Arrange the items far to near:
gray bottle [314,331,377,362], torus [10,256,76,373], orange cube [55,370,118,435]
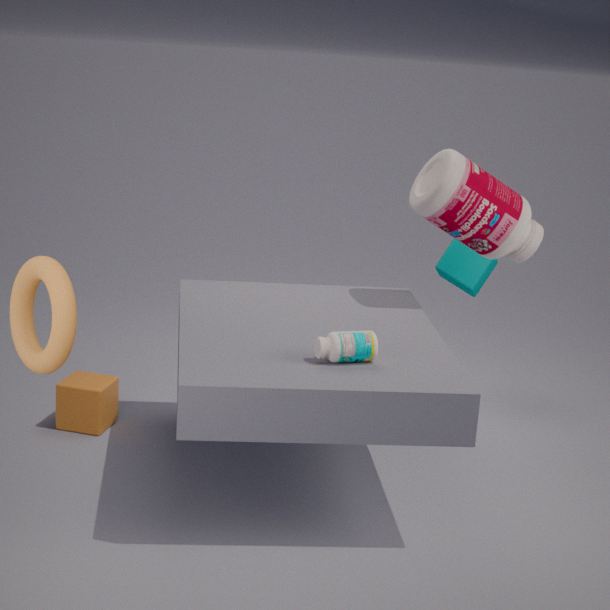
1. orange cube [55,370,118,435]
2. gray bottle [314,331,377,362]
3. torus [10,256,76,373]
